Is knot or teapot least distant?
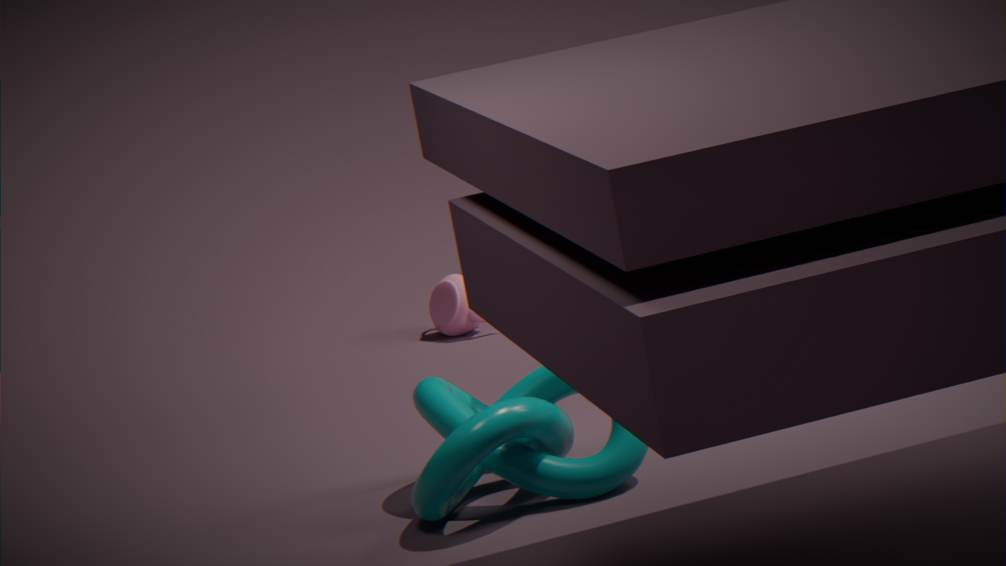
knot
